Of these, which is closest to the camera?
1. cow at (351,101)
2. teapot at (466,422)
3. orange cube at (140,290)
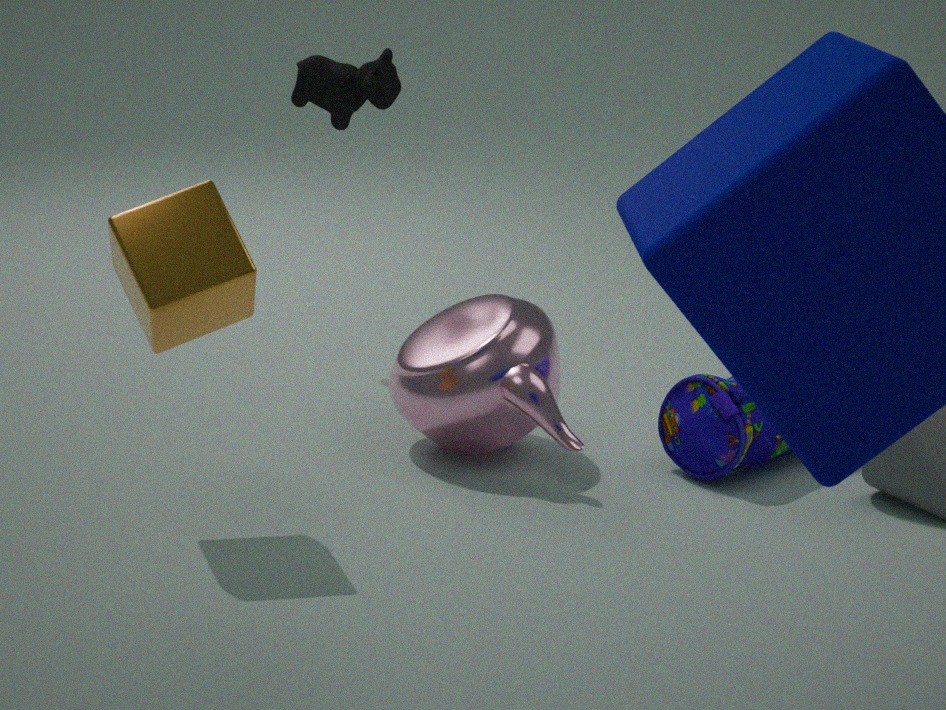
orange cube at (140,290)
